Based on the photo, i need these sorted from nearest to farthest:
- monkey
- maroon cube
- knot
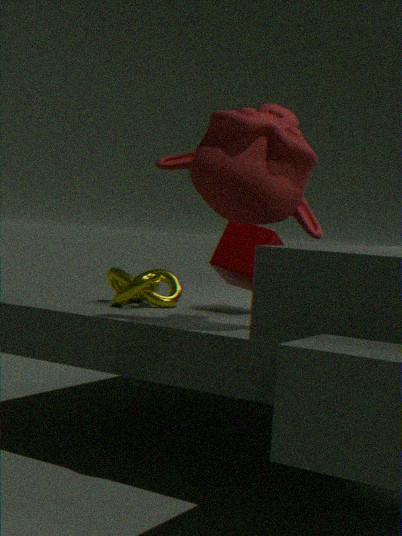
monkey → knot → maroon cube
